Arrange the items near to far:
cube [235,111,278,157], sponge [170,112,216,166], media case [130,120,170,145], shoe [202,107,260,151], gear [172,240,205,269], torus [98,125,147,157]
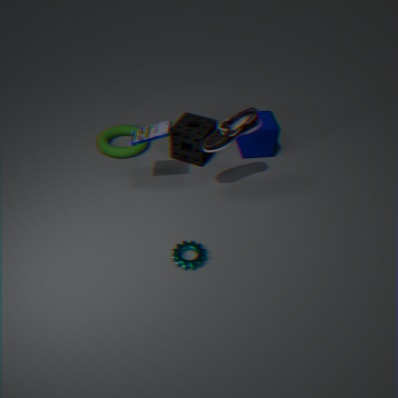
gear [172,240,205,269] → shoe [202,107,260,151] → media case [130,120,170,145] → sponge [170,112,216,166] → cube [235,111,278,157] → torus [98,125,147,157]
